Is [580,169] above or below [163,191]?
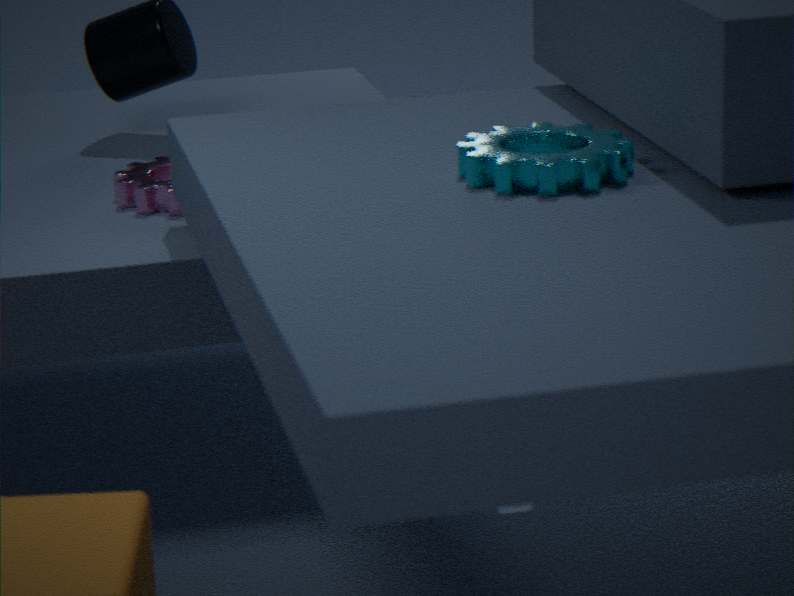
above
